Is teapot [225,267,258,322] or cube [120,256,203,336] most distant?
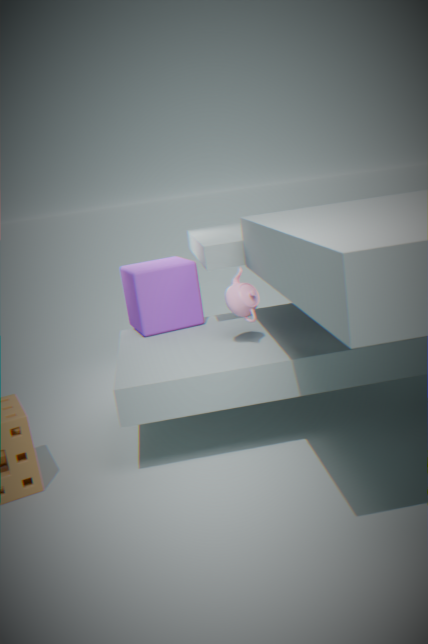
cube [120,256,203,336]
